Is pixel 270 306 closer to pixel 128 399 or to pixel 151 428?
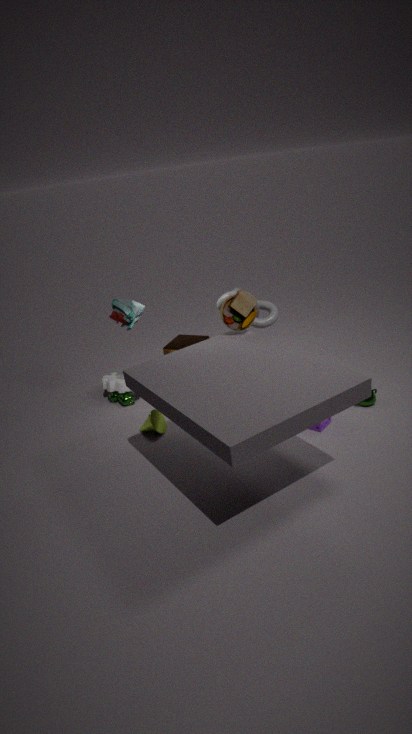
pixel 151 428
